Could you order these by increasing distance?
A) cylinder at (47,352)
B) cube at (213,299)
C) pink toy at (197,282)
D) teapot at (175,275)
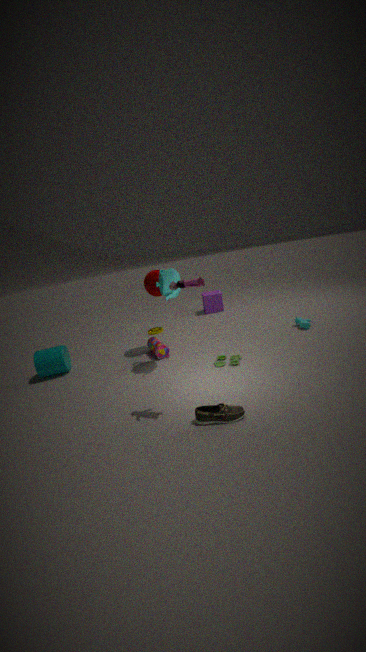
pink toy at (197,282)
teapot at (175,275)
cylinder at (47,352)
cube at (213,299)
